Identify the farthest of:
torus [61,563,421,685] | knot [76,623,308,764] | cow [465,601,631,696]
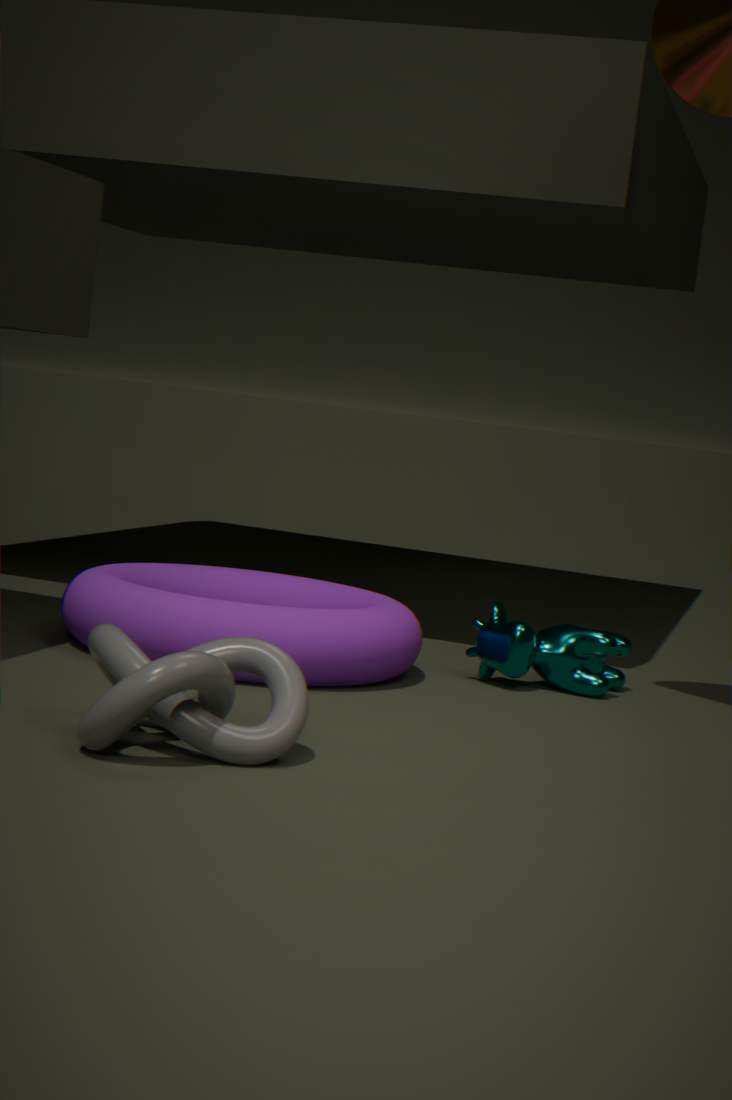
cow [465,601,631,696]
